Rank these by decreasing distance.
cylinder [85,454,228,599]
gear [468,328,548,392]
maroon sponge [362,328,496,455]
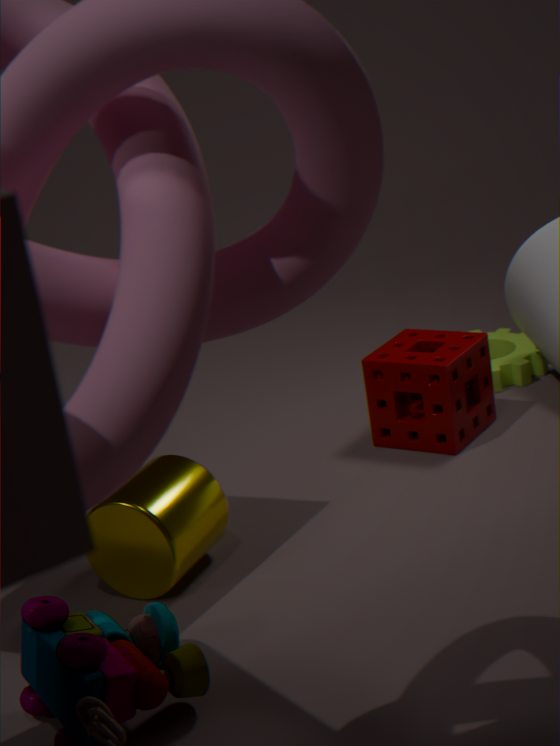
1. gear [468,328,548,392]
2. maroon sponge [362,328,496,455]
3. cylinder [85,454,228,599]
